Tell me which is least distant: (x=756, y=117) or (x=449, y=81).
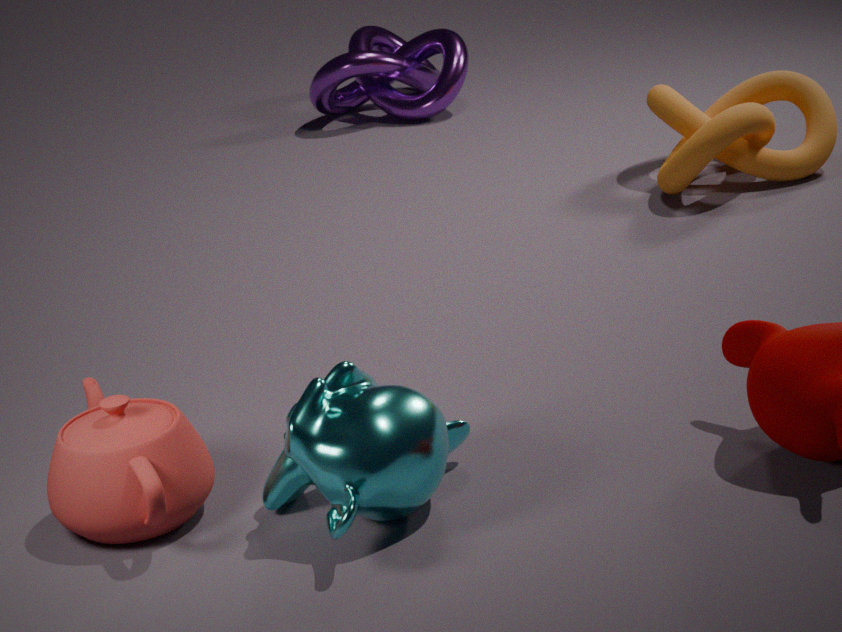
(x=756, y=117)
